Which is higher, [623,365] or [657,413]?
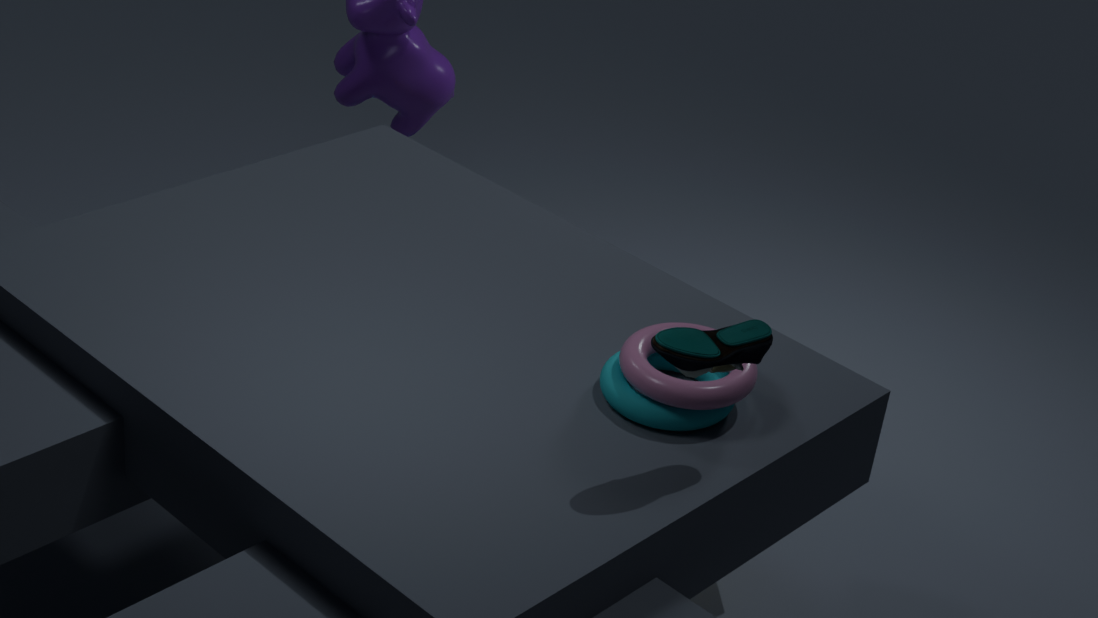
[623,365]
